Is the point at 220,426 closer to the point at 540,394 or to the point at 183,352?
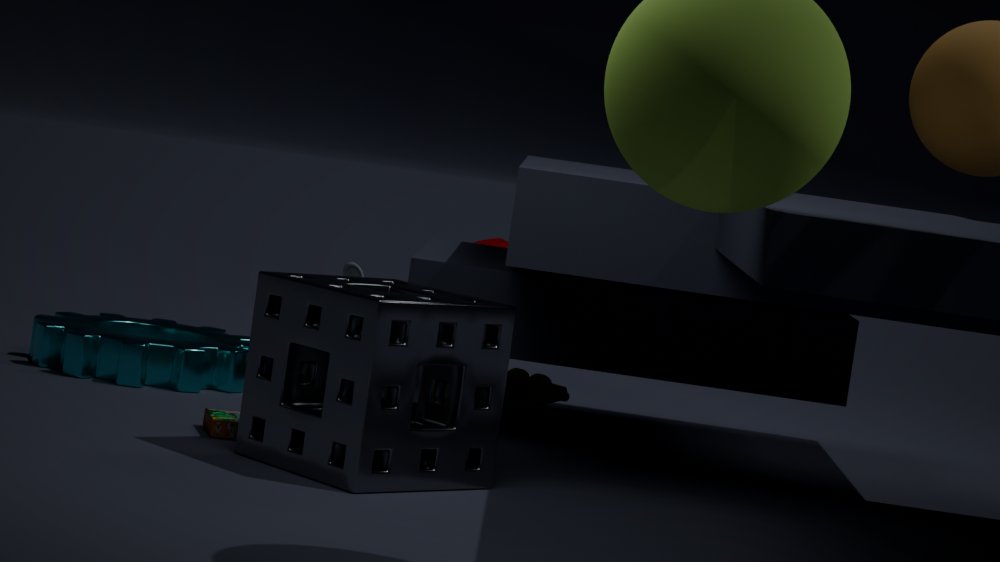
the point at 183,352
